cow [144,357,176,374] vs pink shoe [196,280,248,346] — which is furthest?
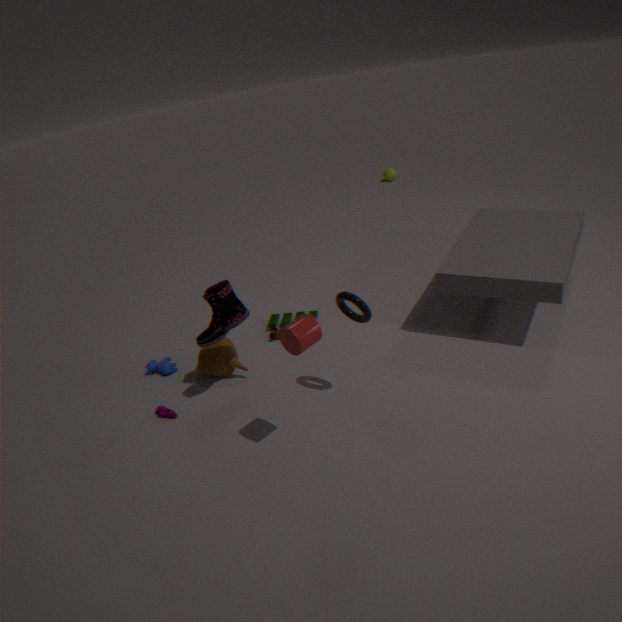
cow [144,357,176,374]
